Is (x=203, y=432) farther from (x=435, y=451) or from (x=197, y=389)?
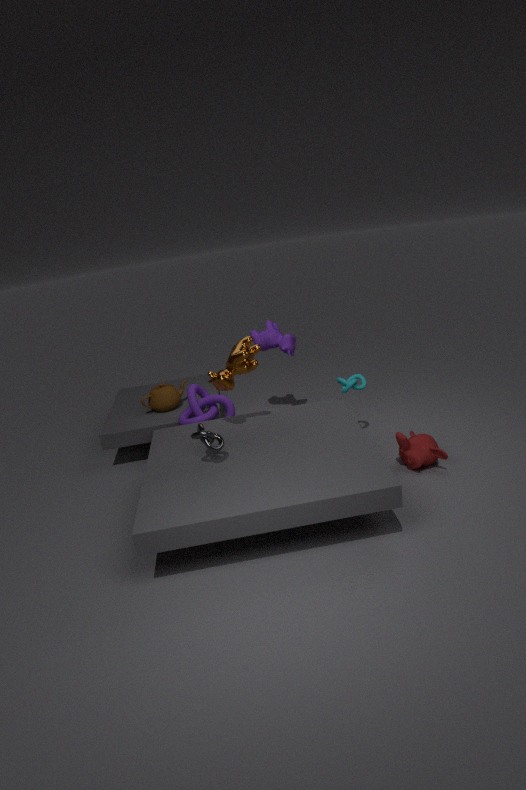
(x=435, y=451)
